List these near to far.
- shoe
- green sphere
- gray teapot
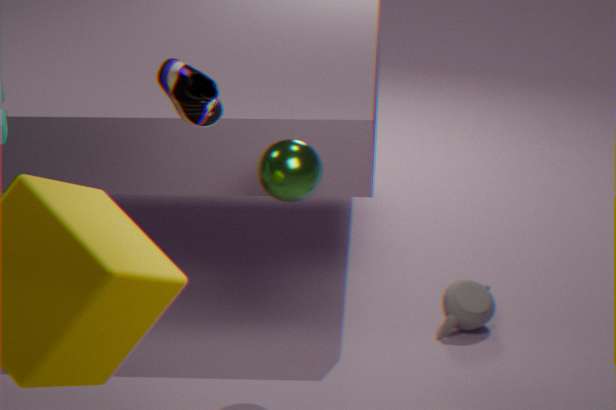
1. shoe
2. green sphere
3. gray teapot
